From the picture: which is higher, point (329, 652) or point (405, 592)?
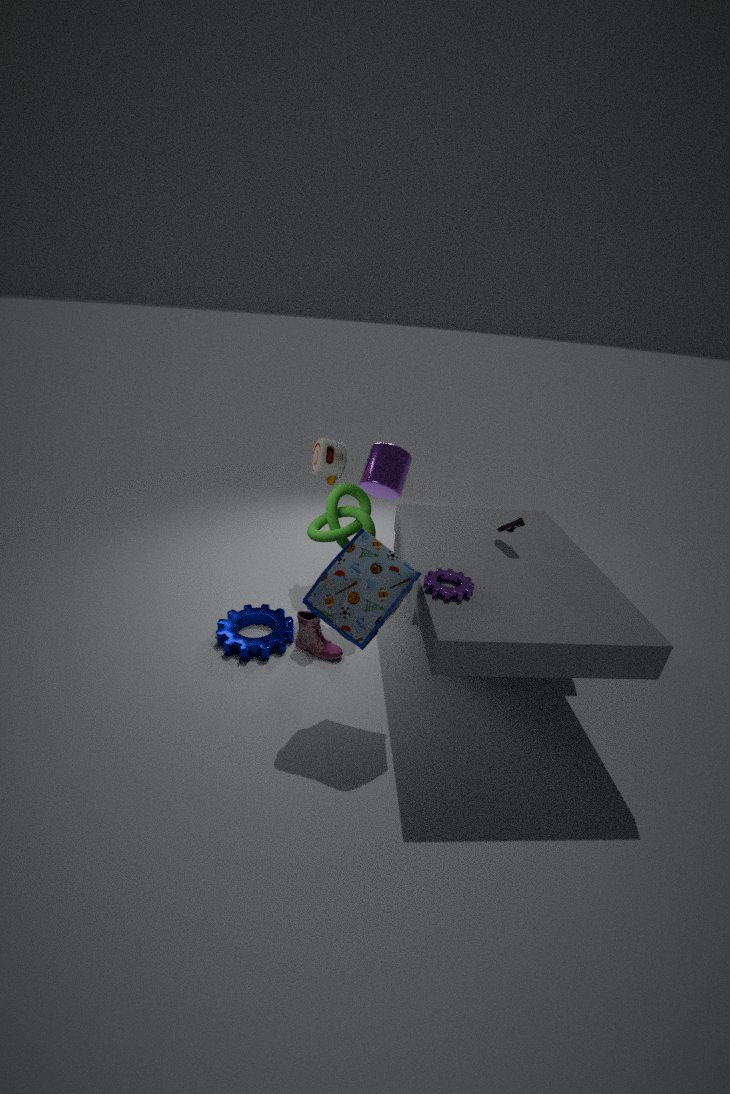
point (405, 592)
